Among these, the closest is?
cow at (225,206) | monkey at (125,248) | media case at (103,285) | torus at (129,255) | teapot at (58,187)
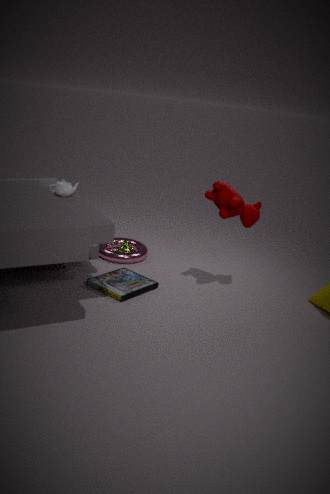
cow at (225,206)
